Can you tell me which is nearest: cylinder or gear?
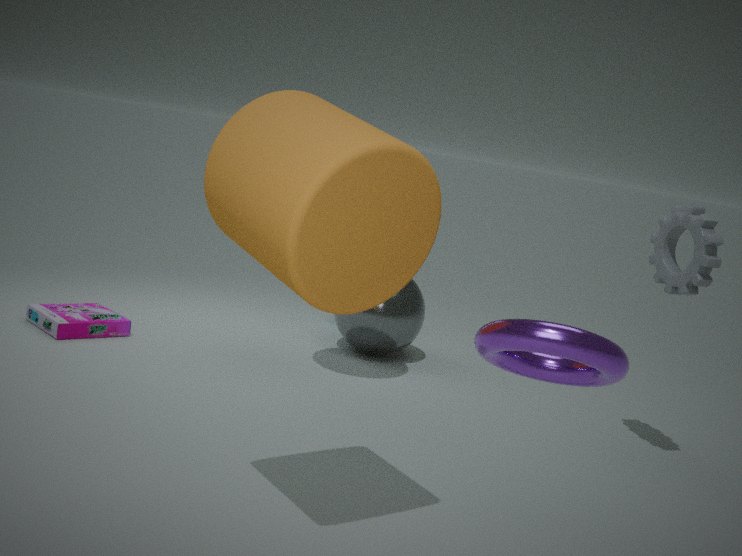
cylinder
